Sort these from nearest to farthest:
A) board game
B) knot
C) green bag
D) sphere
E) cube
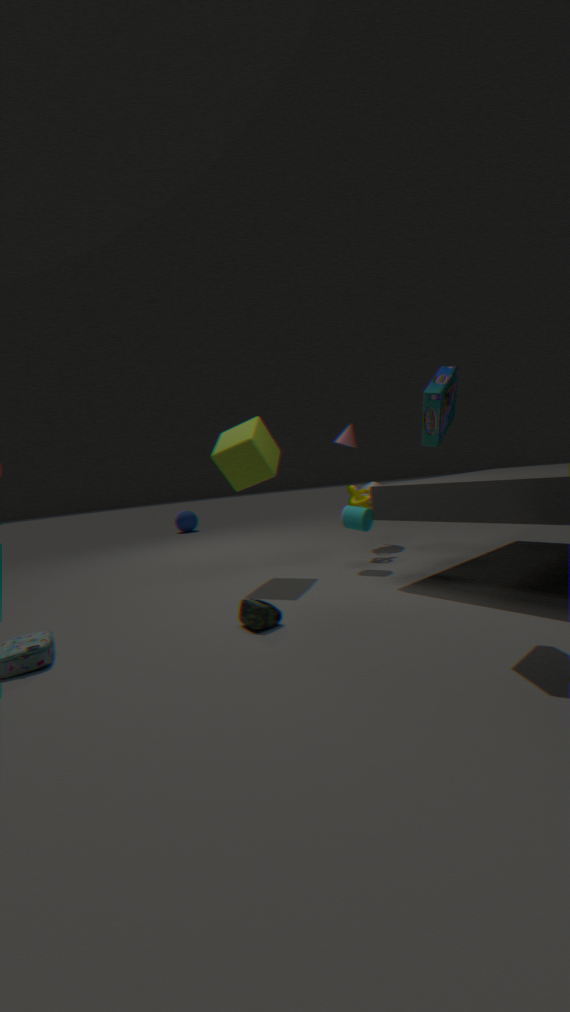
board game < green bag < cube < knot < sphere
